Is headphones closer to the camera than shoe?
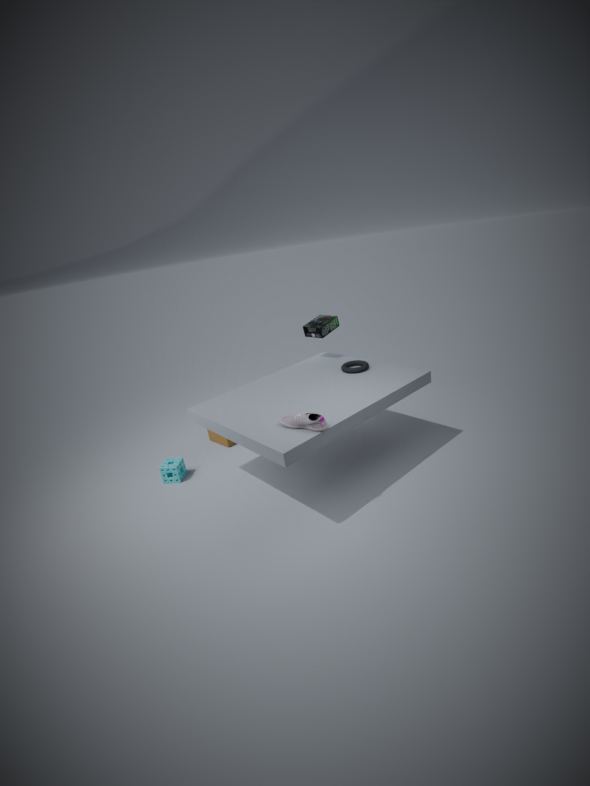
No
